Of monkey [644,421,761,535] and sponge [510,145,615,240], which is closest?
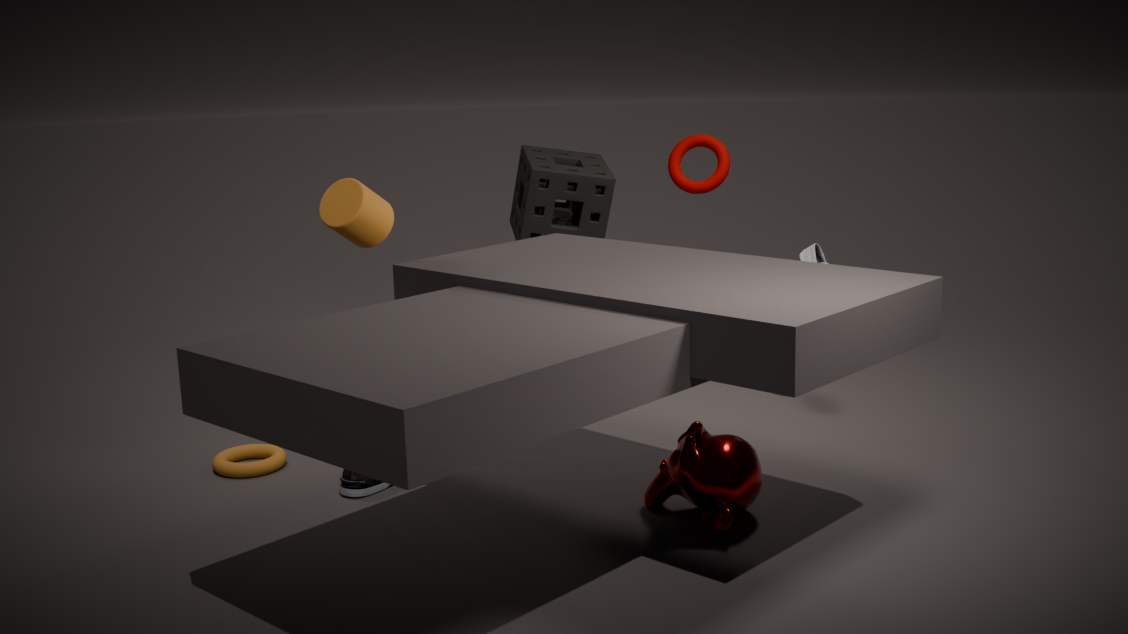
monkey [644,421,761,535]
